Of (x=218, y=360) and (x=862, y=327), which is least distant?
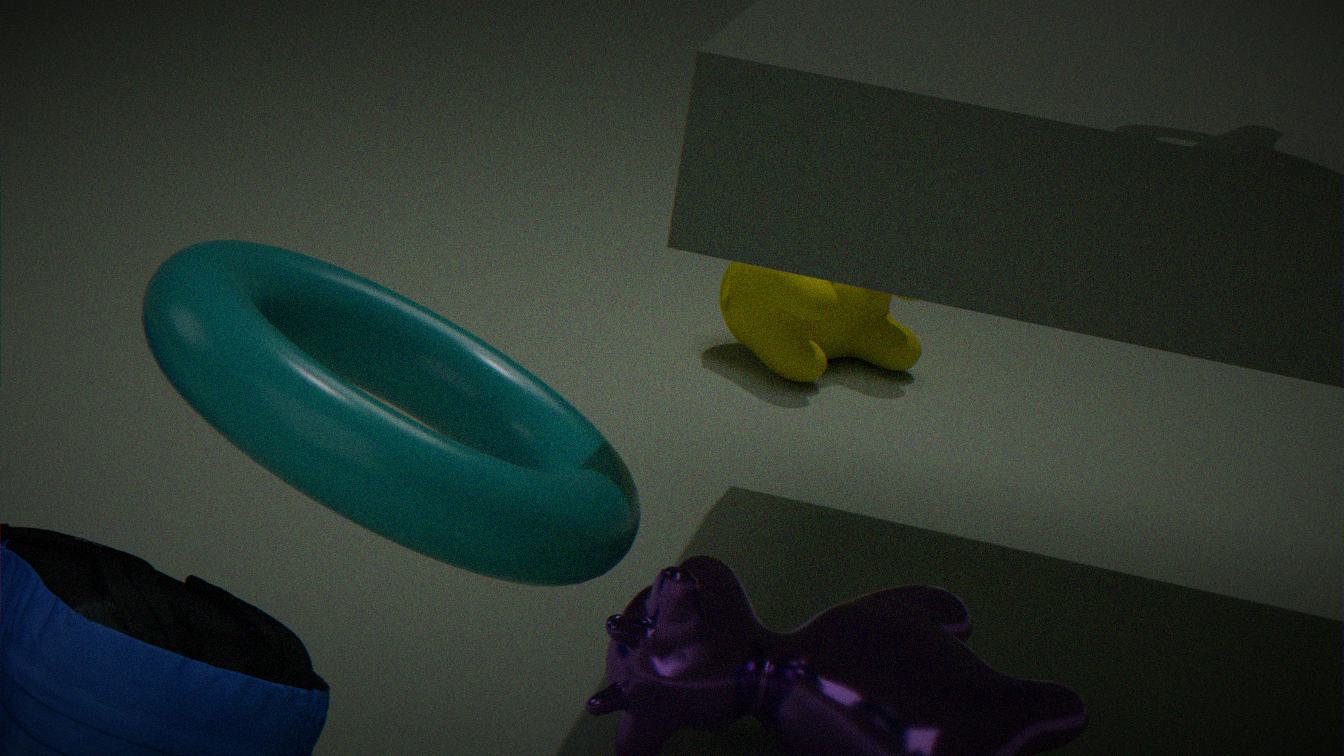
(x=218, y=360)
